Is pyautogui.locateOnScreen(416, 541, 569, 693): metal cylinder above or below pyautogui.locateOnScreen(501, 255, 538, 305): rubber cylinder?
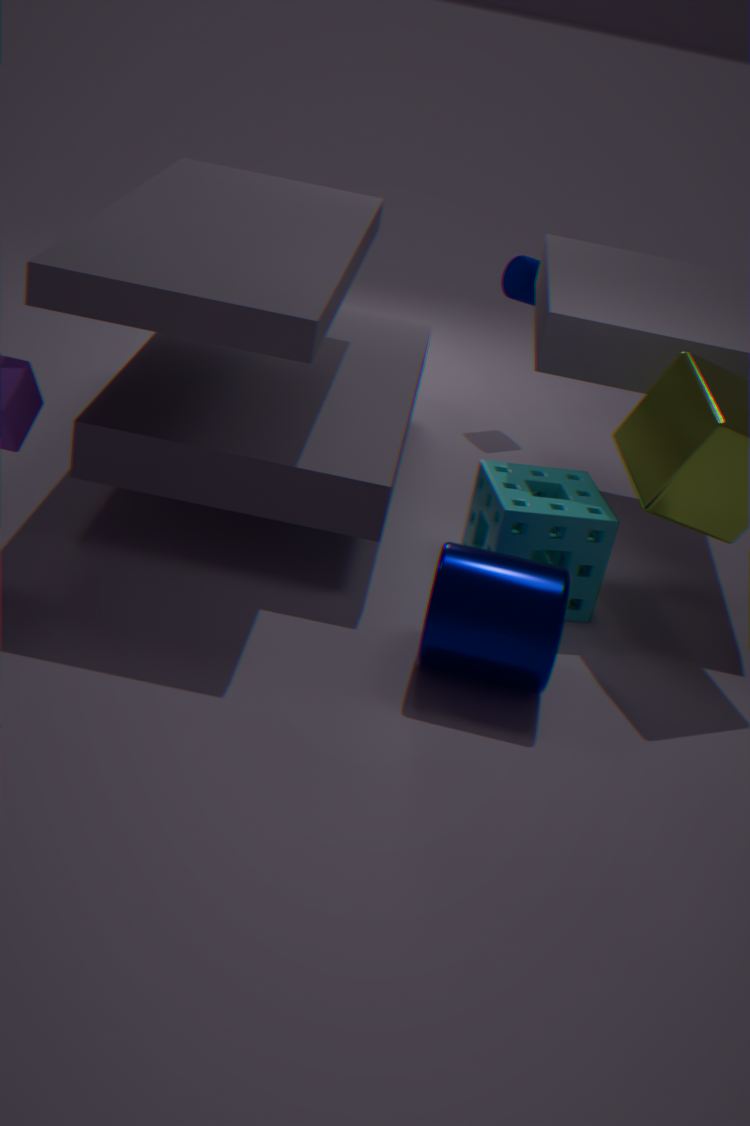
below
